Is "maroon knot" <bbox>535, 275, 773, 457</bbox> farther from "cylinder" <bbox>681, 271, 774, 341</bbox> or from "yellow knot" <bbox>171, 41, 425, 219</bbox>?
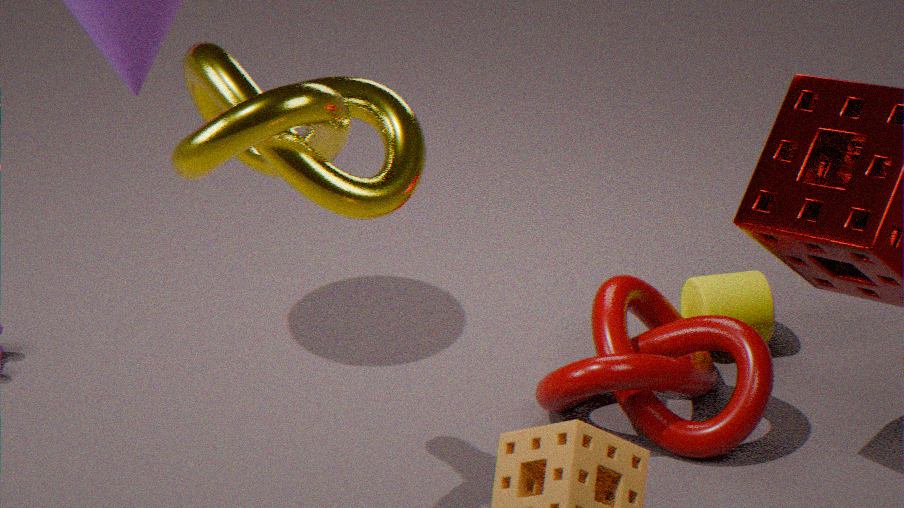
"yellow knot" <bbox>171, 41, 425, 219</bbox>
